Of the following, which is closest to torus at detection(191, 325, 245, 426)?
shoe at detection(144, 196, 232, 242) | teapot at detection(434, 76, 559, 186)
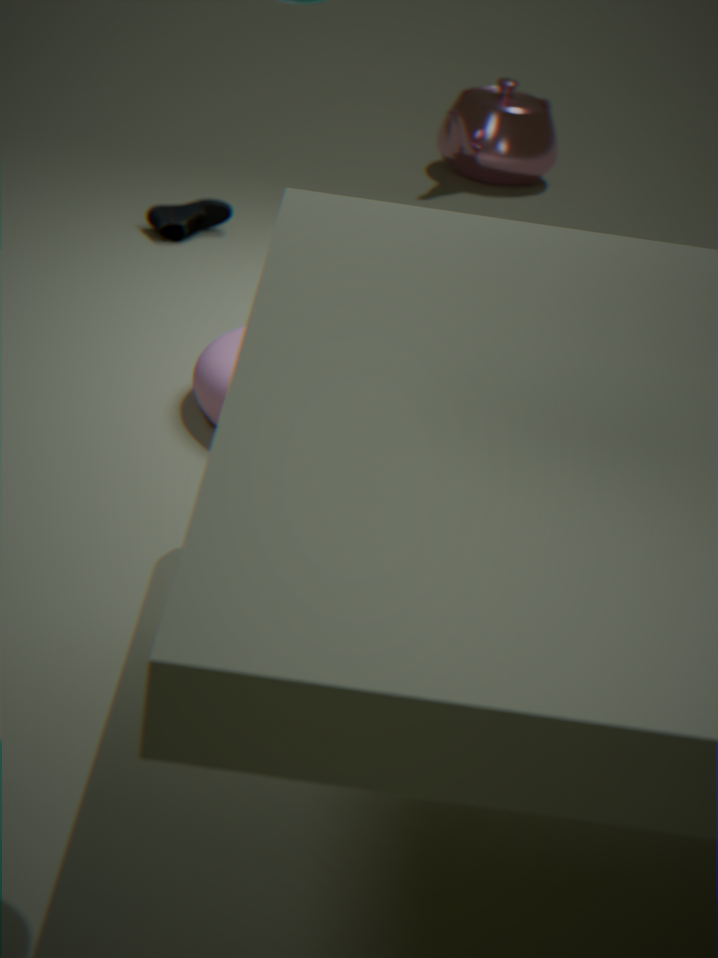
shoe at detection(144, 196, 232, 242)
